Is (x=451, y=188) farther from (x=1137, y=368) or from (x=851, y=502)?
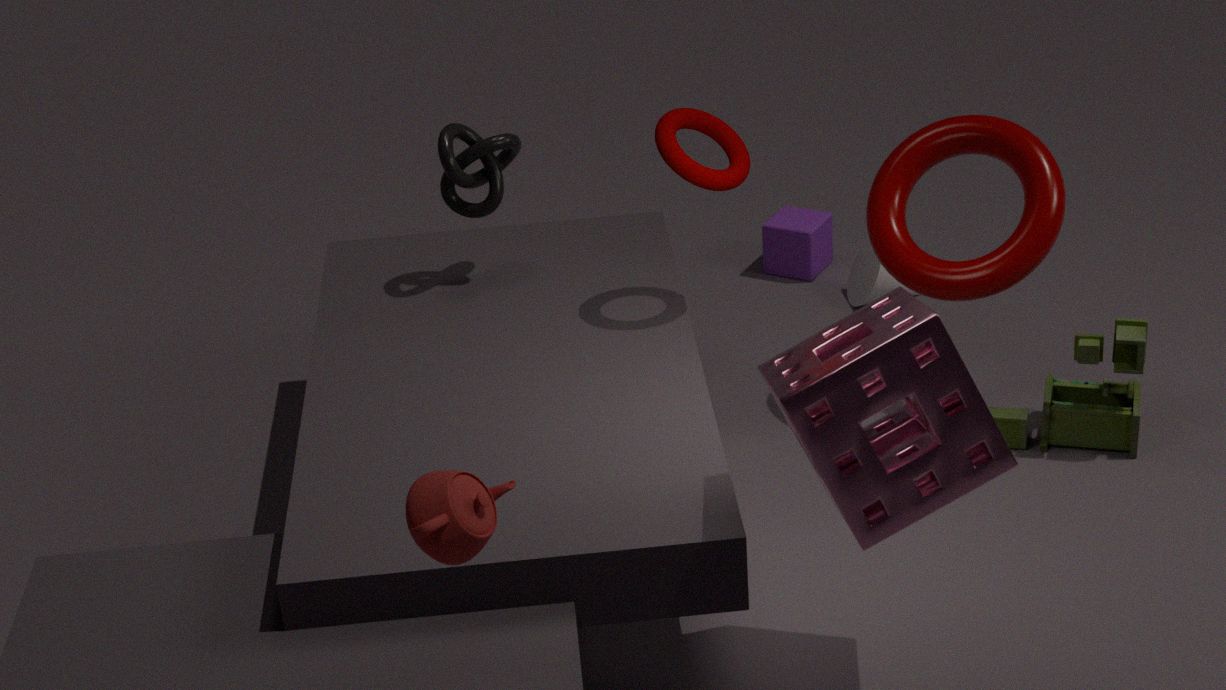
(x=1137, y=368)
